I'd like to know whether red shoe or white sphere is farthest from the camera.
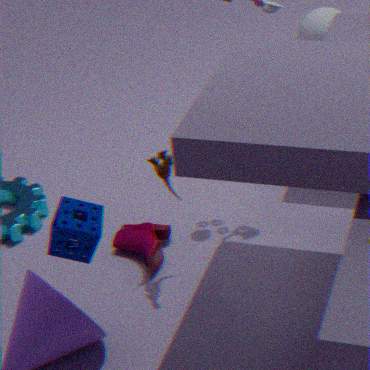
white sphere
